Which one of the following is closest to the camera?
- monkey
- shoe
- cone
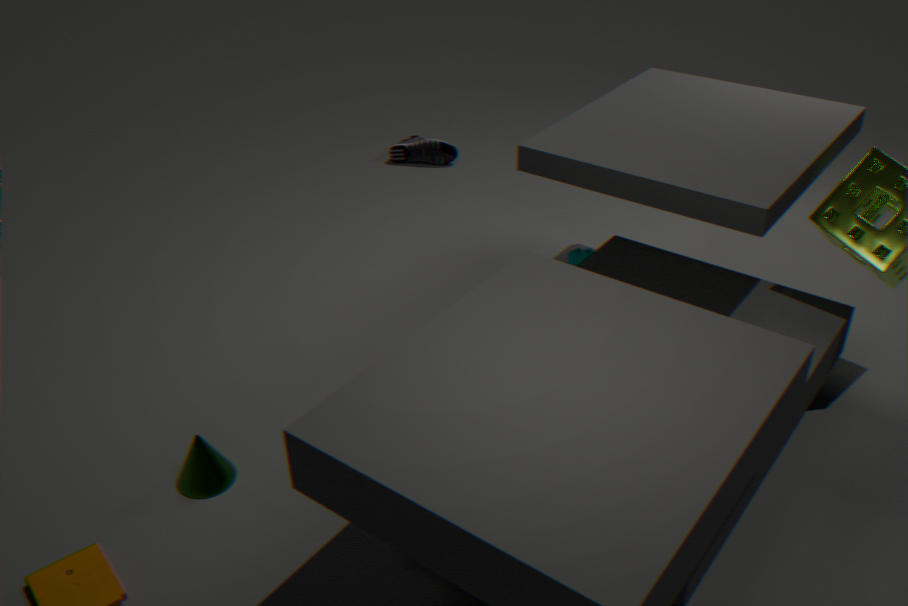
cone
